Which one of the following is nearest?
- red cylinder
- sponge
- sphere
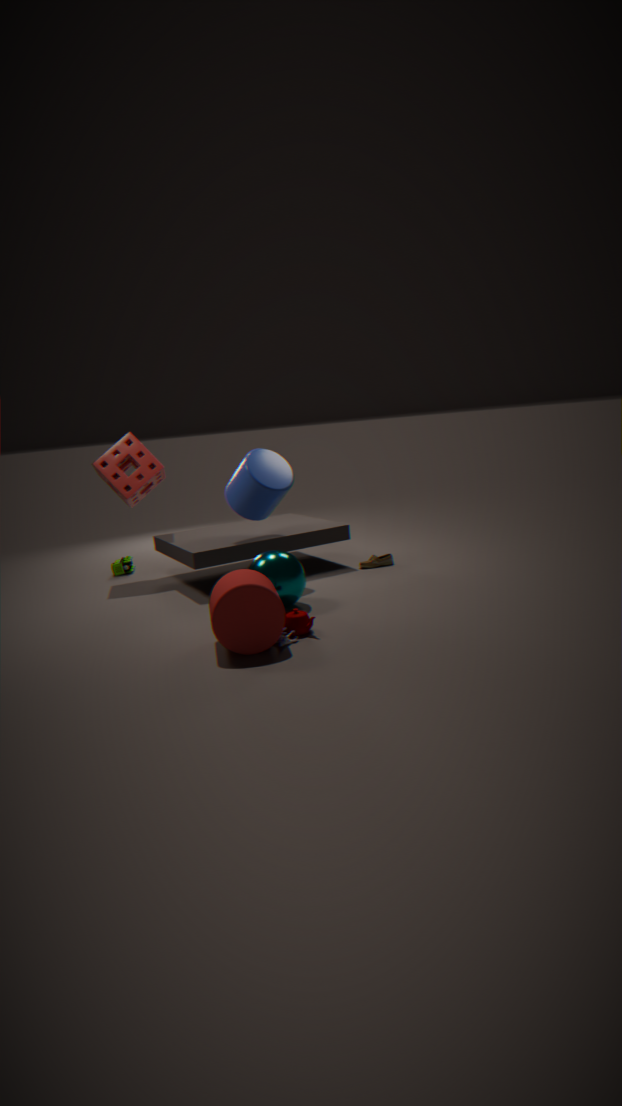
red cylinder
